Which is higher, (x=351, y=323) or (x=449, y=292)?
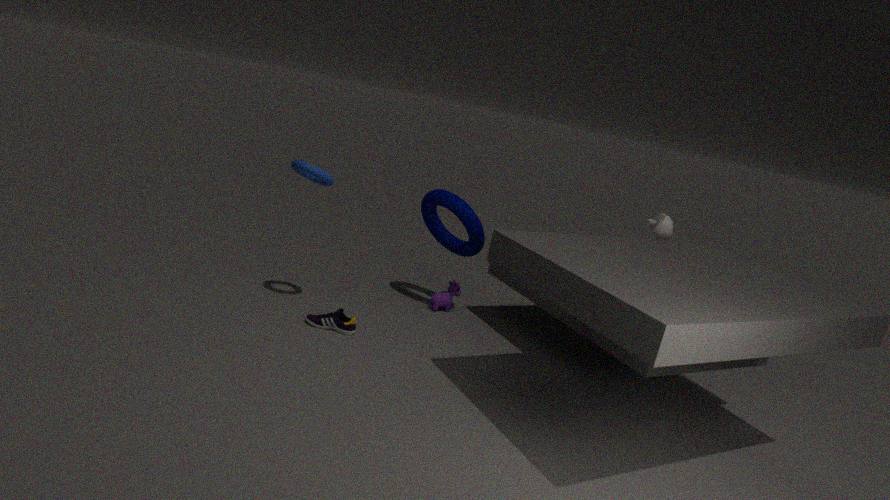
(x=449, y=292)
